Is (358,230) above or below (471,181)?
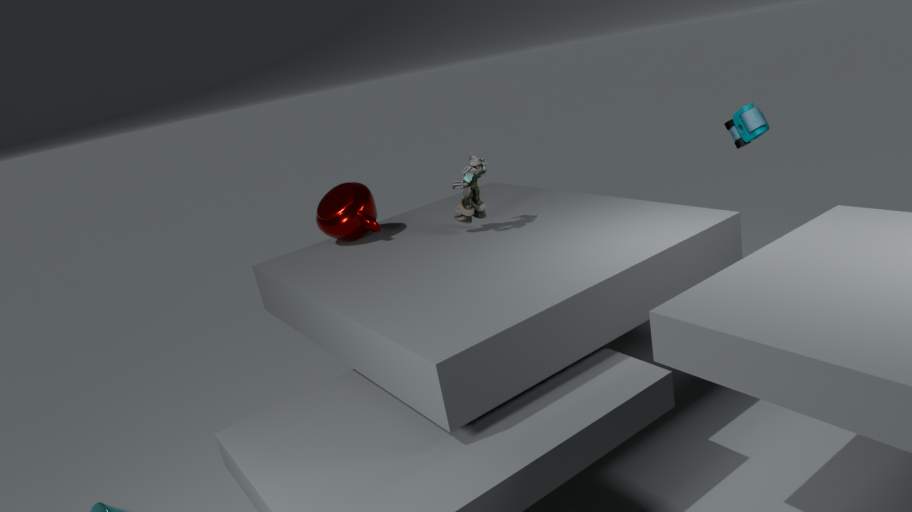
below
